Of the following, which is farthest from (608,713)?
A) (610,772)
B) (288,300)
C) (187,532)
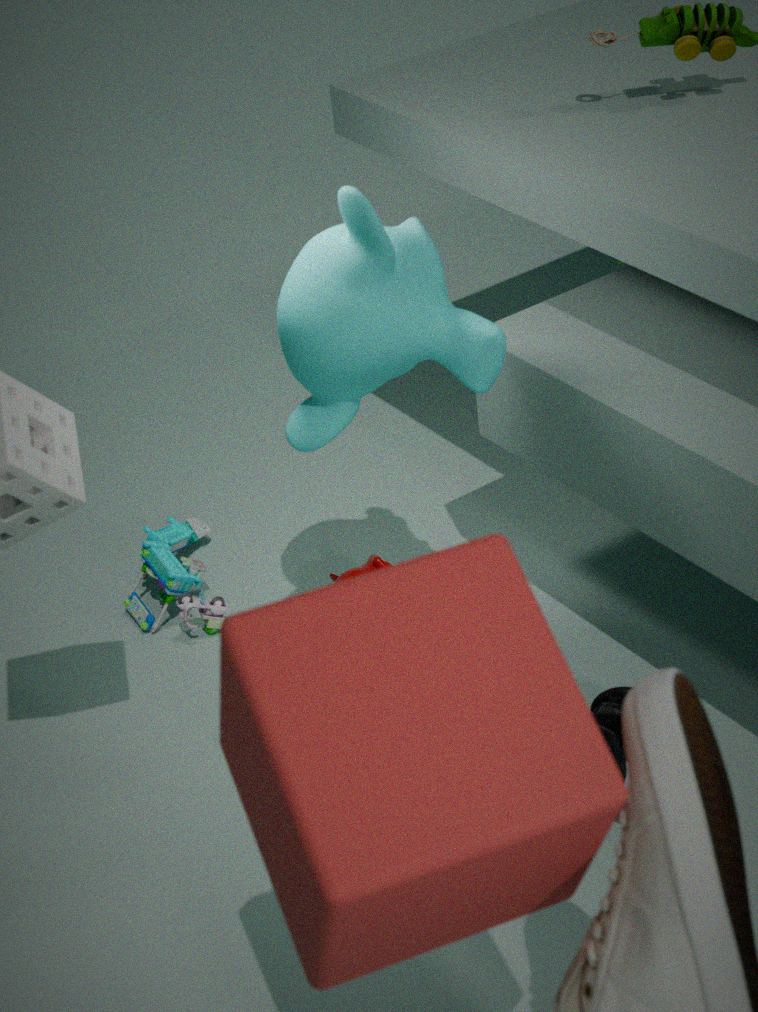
(610,772)
